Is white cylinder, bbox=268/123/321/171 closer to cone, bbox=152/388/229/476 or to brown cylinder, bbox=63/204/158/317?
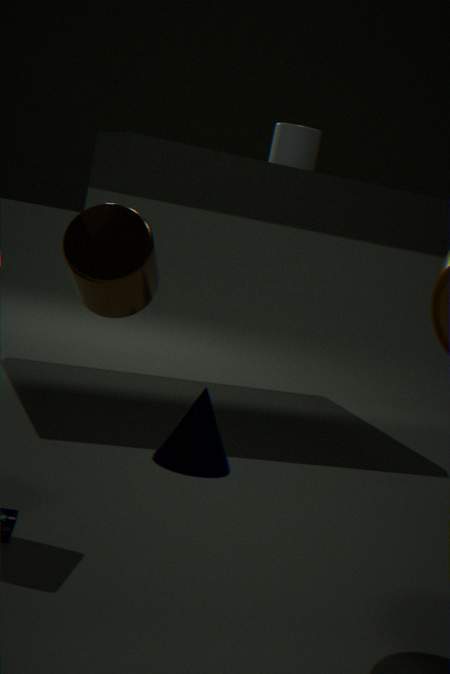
cone, bbox=152/388/229/476
